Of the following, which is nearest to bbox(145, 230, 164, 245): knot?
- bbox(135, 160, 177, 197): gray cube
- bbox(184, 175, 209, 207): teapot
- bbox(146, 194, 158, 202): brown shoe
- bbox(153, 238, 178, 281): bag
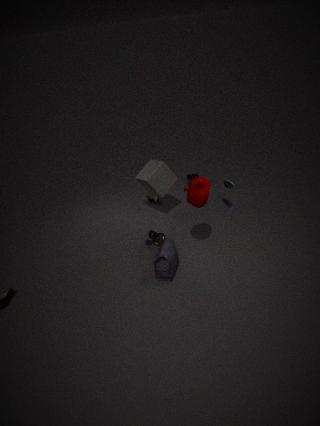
bbox(153, 238, 178, 281): bag
